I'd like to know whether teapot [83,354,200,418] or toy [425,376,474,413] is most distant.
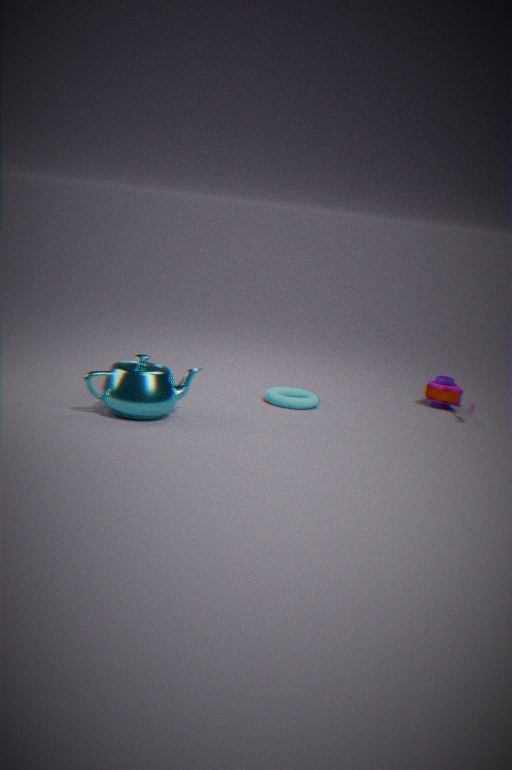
toy [425,376,474,413]
